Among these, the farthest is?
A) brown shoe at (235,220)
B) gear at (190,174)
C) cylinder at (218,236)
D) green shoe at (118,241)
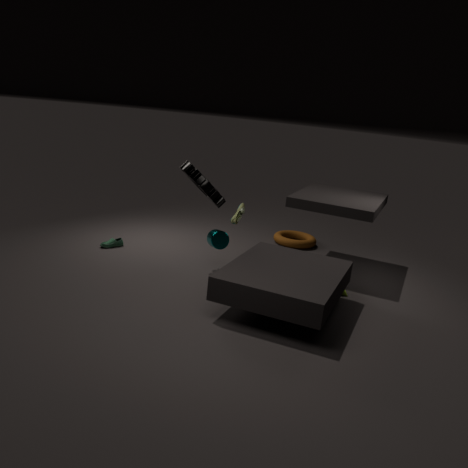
brown shoe at (235,220)
